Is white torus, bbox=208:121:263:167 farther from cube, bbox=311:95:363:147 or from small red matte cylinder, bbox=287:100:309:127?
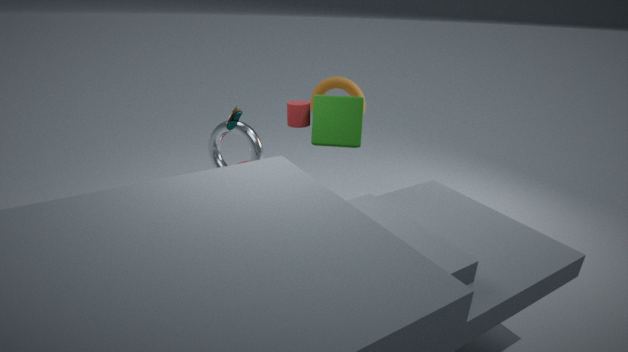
cube, bbox=311:95:363:147
